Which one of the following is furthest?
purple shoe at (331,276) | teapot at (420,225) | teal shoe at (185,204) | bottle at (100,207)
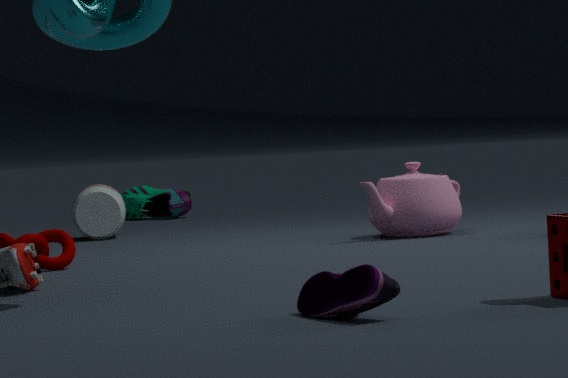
teal shoe at (185,204)
